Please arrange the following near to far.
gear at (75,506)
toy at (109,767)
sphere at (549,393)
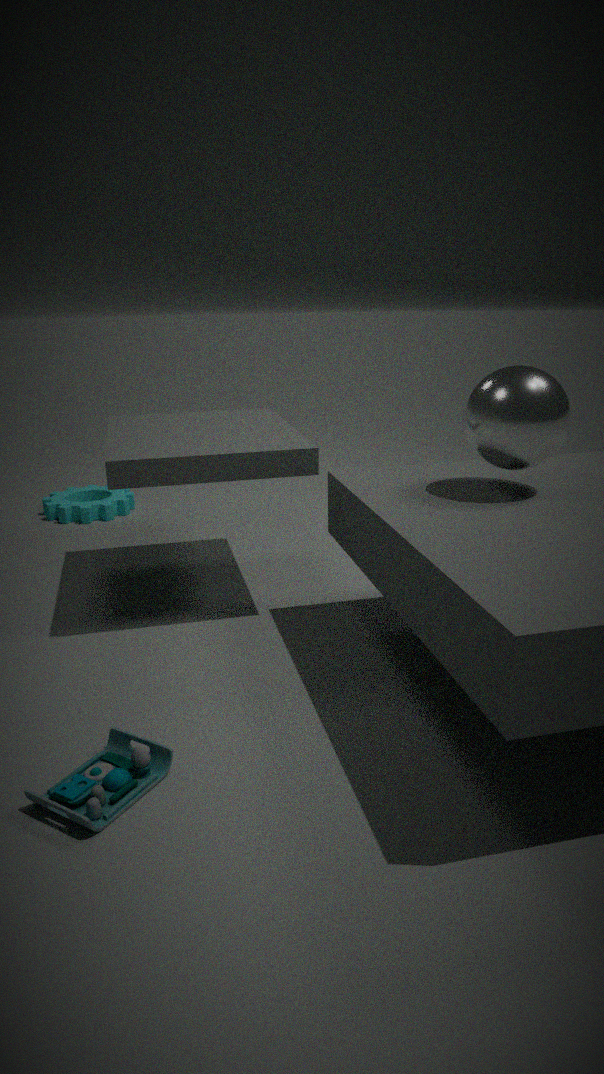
toy at (109,767) < sphere at (549,393) < gear at (75,506)
